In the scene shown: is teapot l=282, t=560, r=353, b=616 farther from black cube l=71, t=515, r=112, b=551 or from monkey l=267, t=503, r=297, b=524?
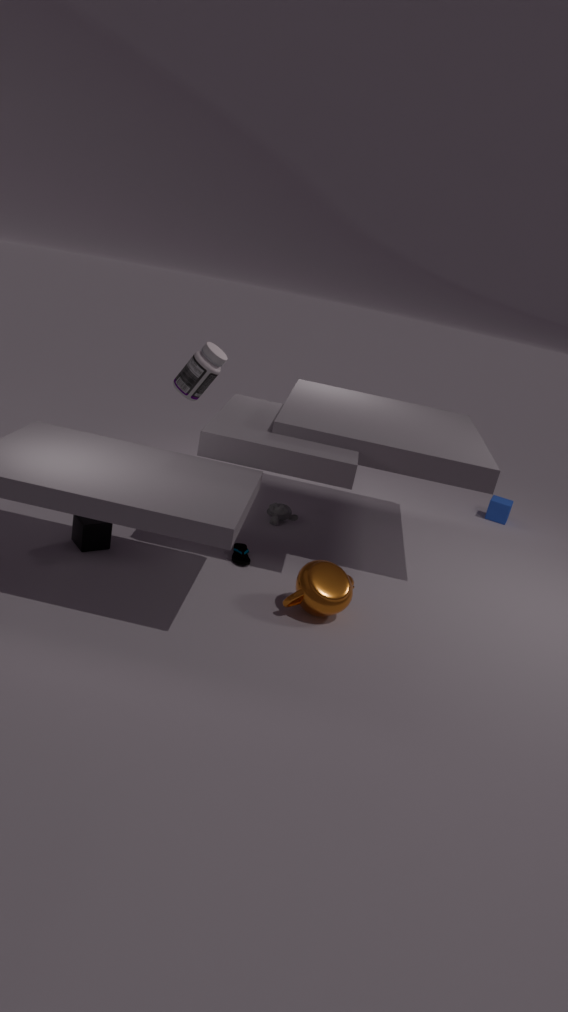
black cube l=71, t=515, r=112, b=551
